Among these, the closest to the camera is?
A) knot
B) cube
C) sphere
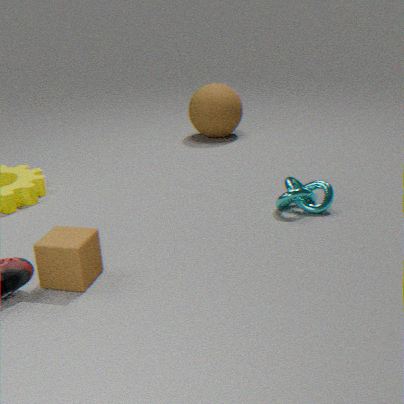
cube
